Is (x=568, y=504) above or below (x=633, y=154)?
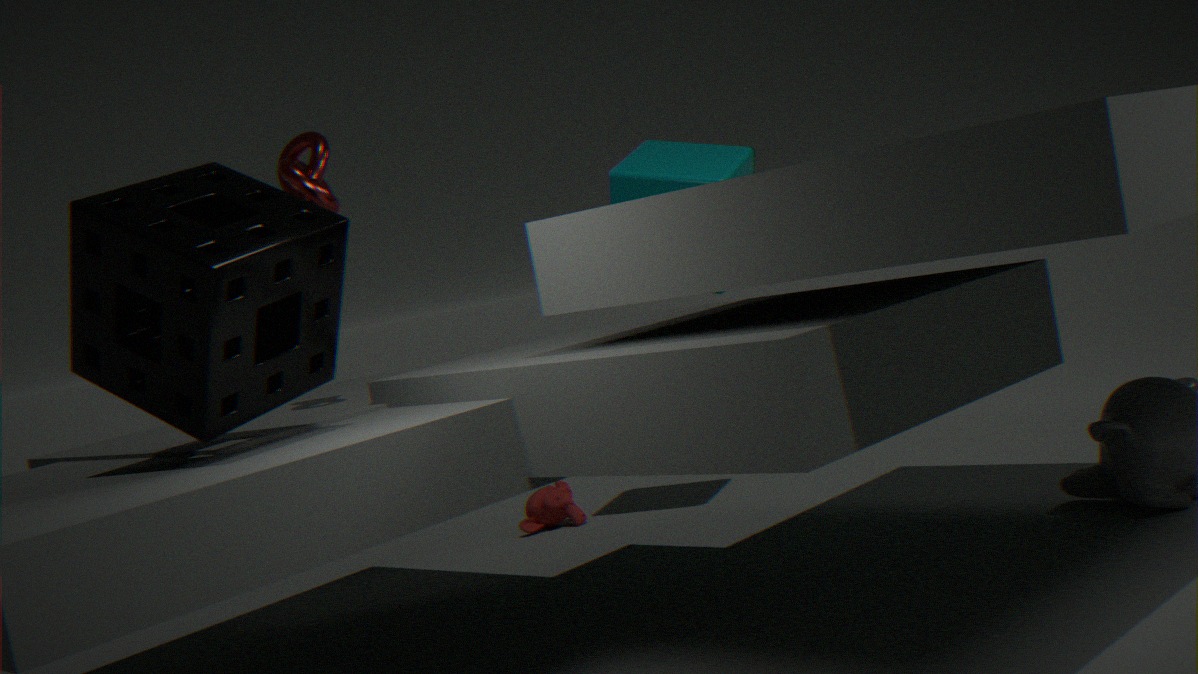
below
